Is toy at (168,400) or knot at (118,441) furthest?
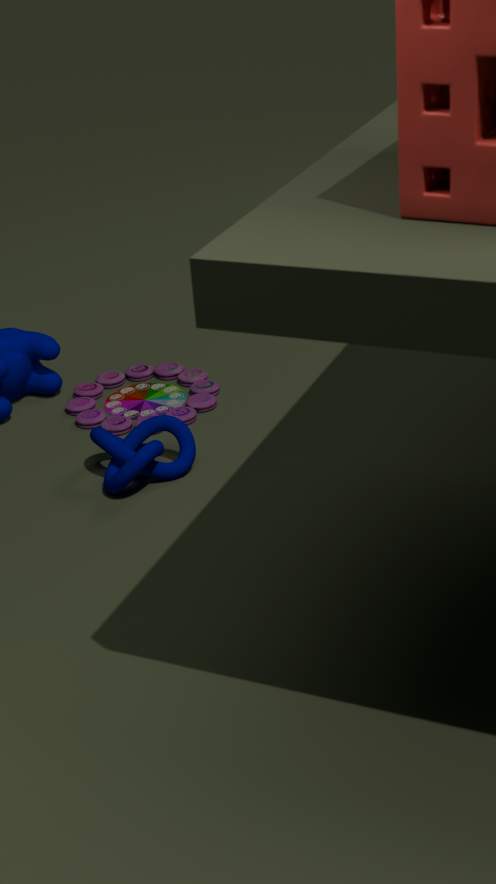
→ toy at (168,400)
